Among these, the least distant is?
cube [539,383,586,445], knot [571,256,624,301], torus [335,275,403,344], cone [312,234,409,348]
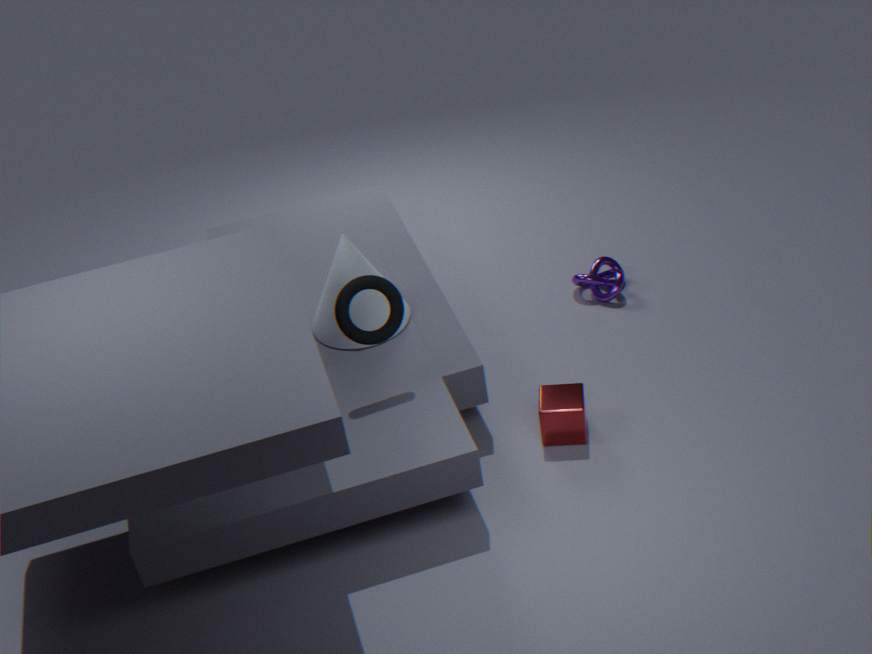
torus [335,275,403,344]
